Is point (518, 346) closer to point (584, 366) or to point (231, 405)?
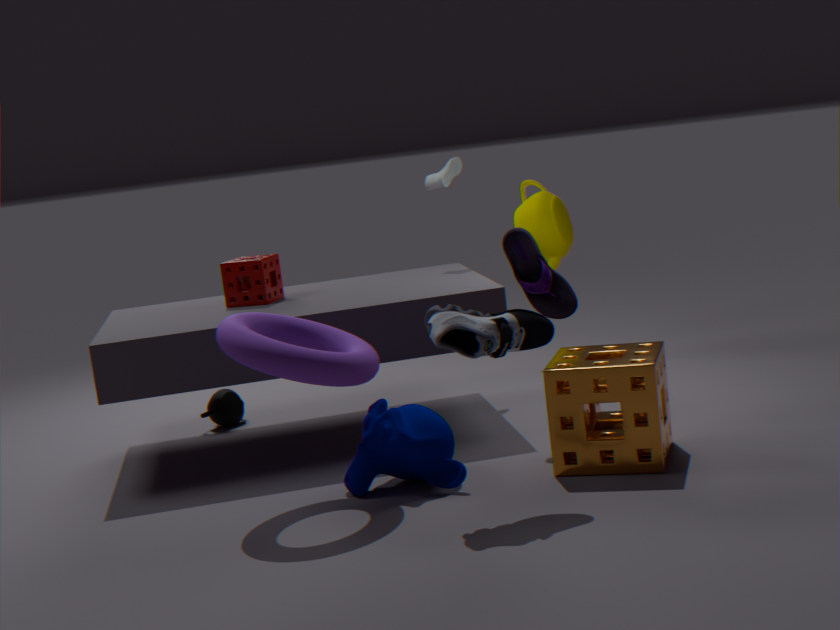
point (584, 366)
